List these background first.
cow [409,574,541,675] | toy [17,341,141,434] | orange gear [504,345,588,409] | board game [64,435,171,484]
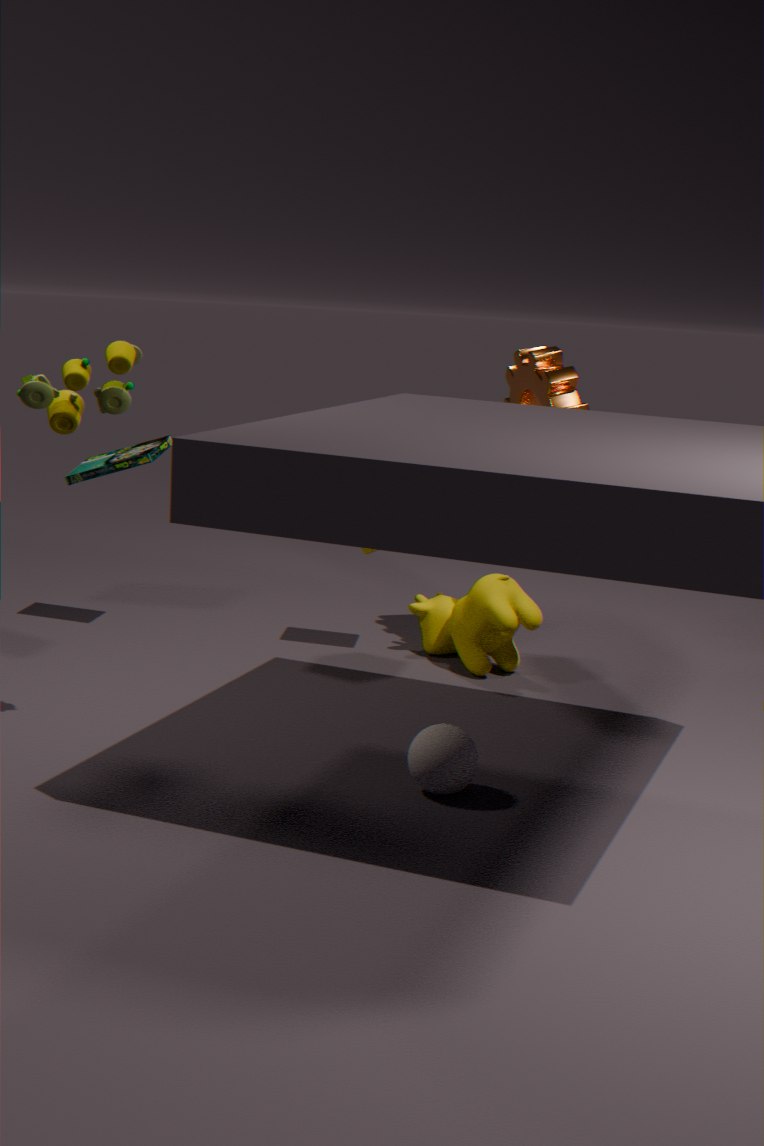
board game [64,435,171,484] → cow [409,574,541,675] → orange gear [504,345,588,409] → toy [17,341,141,434]
